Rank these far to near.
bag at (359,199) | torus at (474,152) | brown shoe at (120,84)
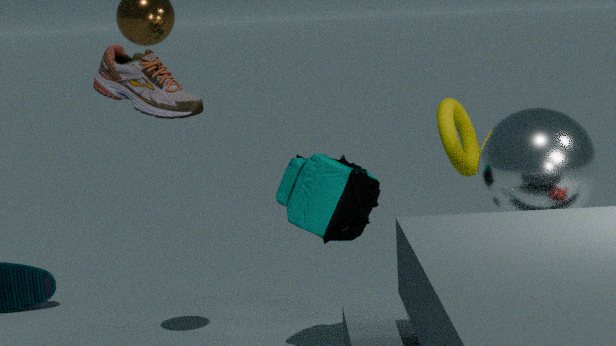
1. torus at (474,152)
2. bag at (359,199)
3. brown shoe at (120,84)
